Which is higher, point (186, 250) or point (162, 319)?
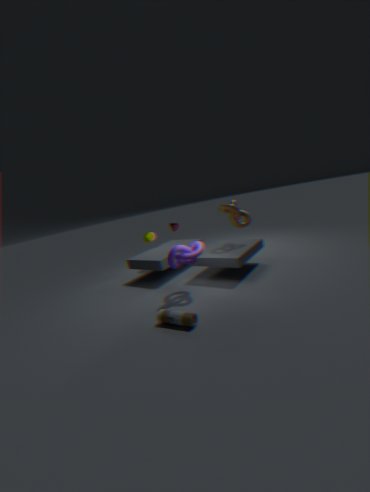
point (186, 250)
